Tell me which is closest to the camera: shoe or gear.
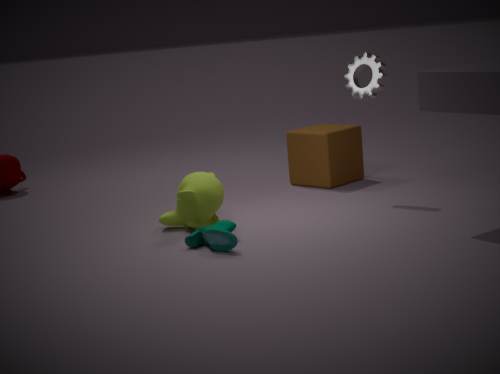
shoe
